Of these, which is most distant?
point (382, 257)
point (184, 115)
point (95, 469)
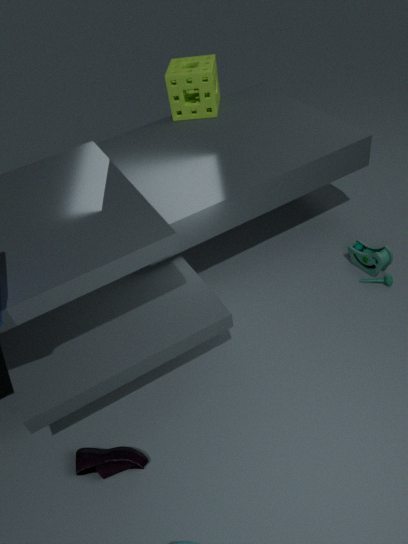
point (184, 115)
